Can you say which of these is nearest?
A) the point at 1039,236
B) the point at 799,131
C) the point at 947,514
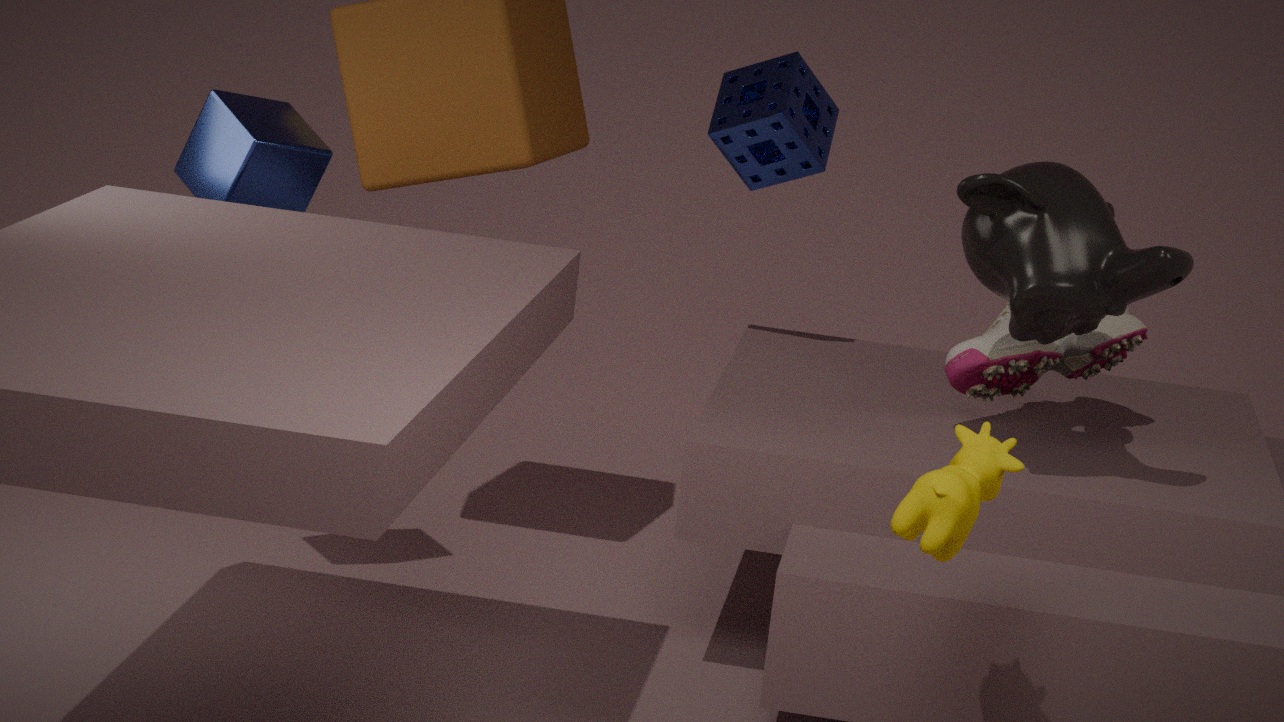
the point at 947,514
